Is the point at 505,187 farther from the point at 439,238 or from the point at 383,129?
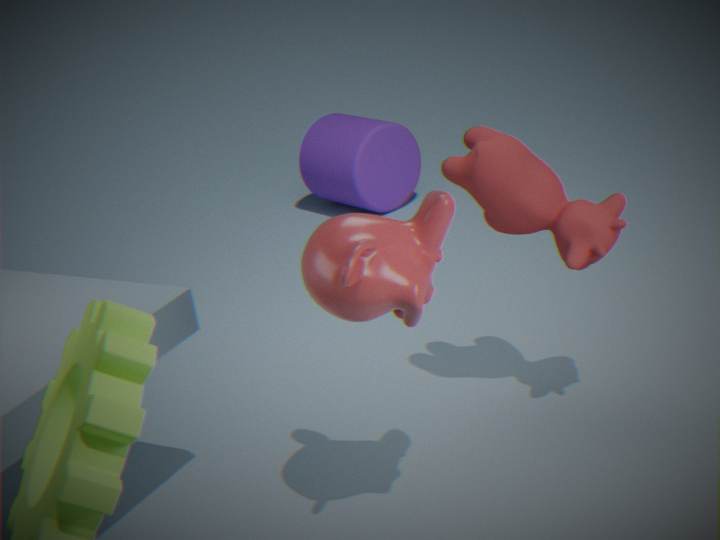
the point at 383,129
